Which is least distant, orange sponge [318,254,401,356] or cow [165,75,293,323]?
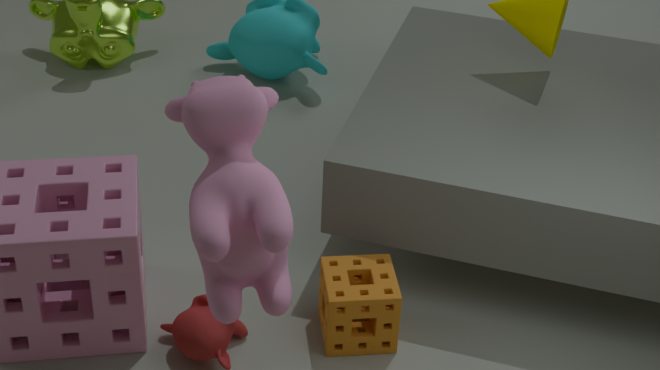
cow [165,75,293,323]
